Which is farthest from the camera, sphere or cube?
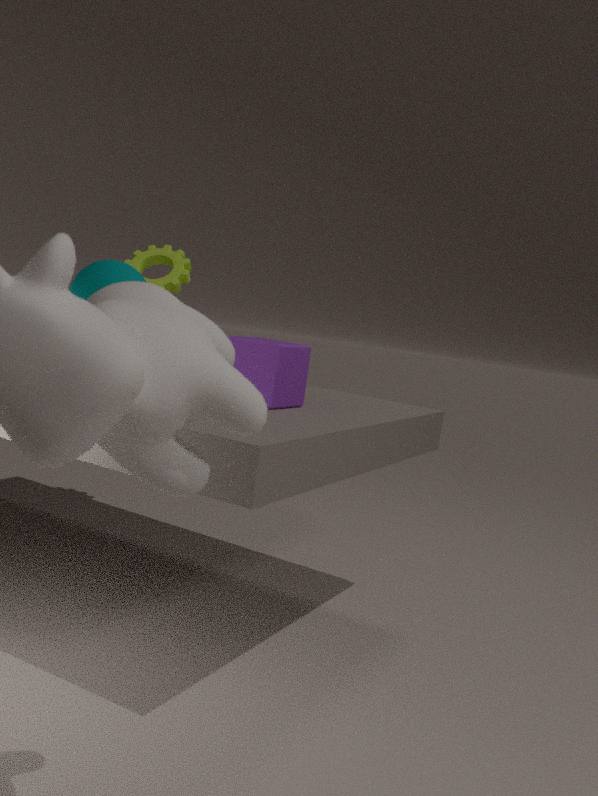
cube
